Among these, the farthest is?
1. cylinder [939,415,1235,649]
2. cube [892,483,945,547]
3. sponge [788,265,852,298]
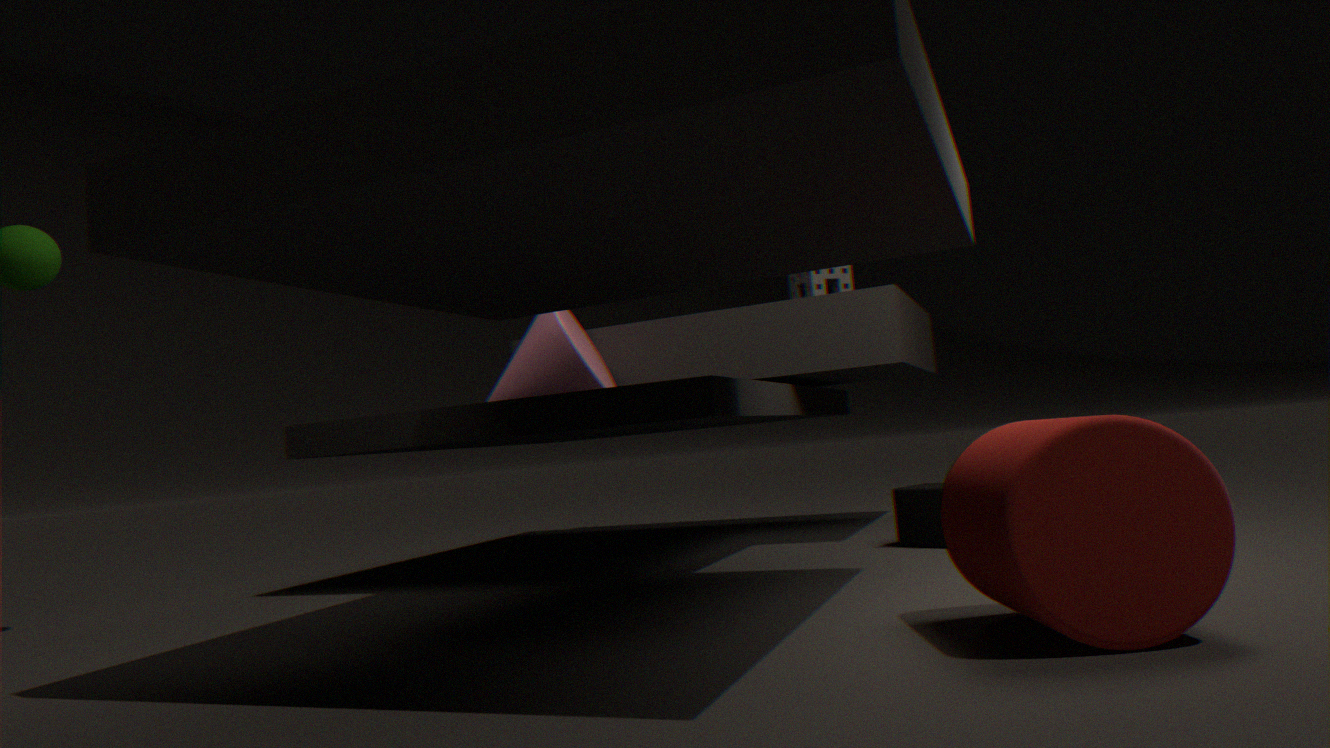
sponge [788,265,852,298]
